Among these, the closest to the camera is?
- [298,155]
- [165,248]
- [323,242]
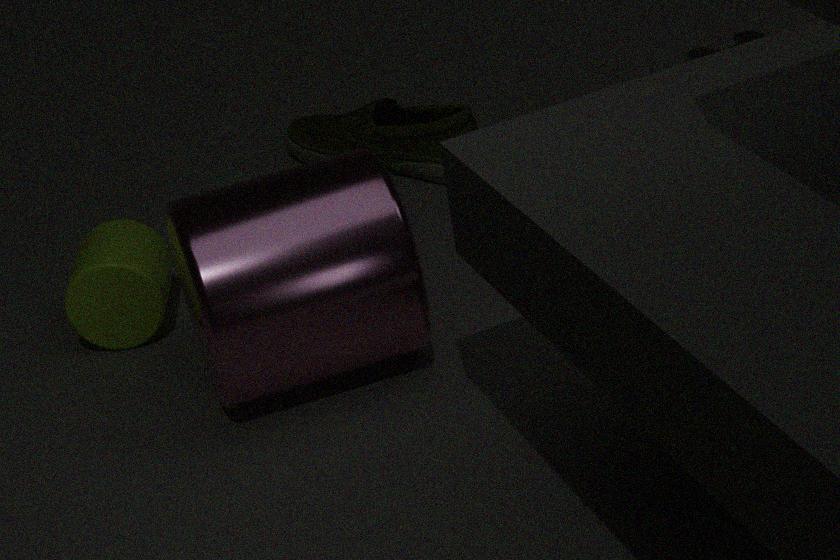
[323,242]
